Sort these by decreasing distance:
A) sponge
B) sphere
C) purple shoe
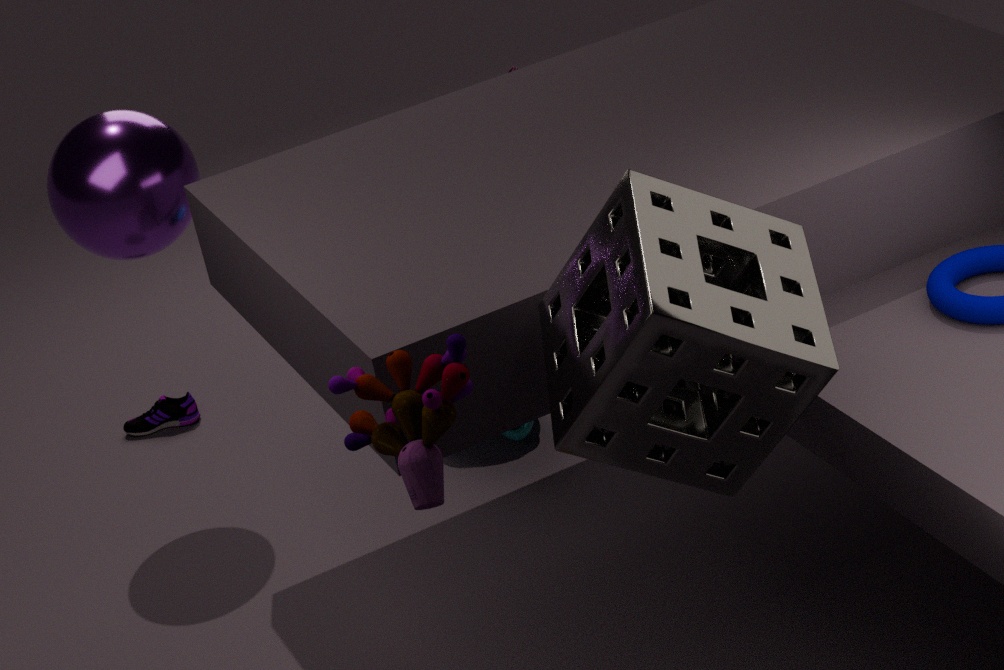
C. purple shoe < B. sphere < A. sponge
